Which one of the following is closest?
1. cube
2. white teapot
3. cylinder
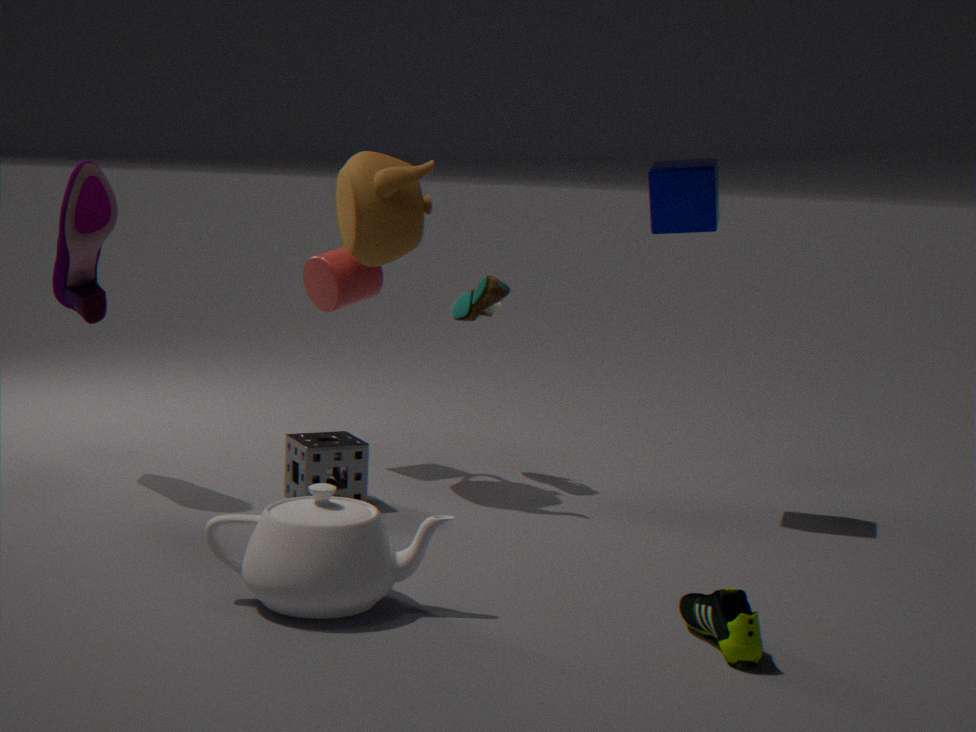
white teapot
